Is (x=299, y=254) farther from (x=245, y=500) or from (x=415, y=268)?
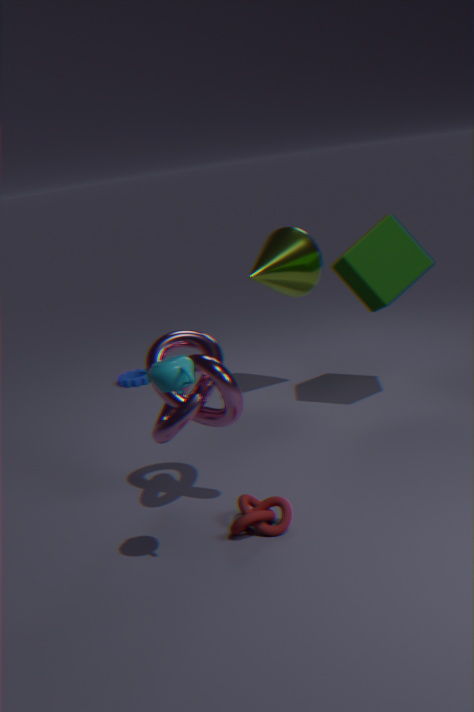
(x=245, y=500)
